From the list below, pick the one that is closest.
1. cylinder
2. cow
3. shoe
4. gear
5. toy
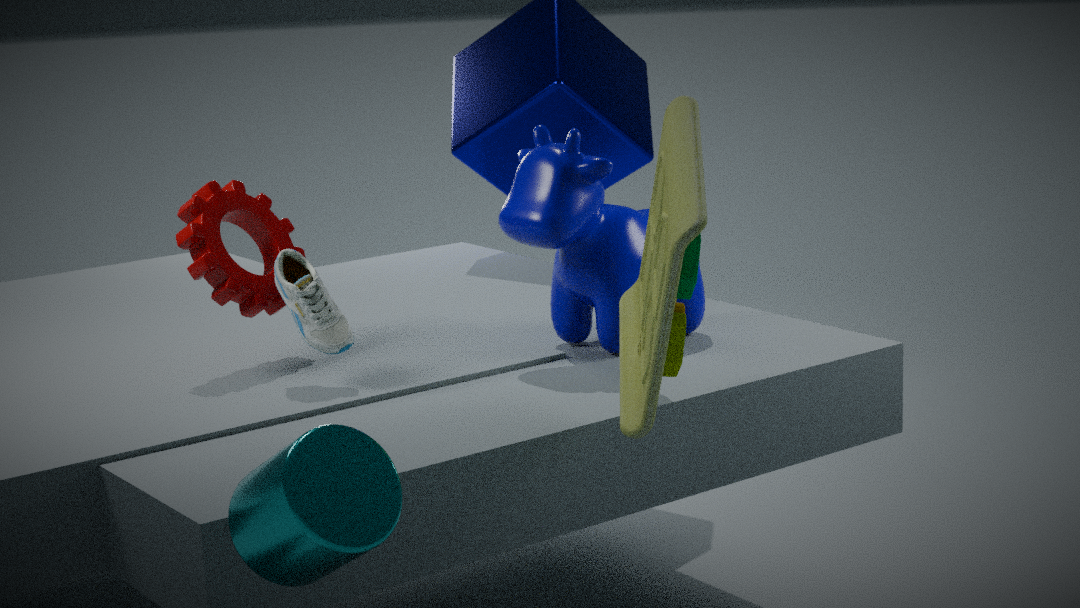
cylinder
